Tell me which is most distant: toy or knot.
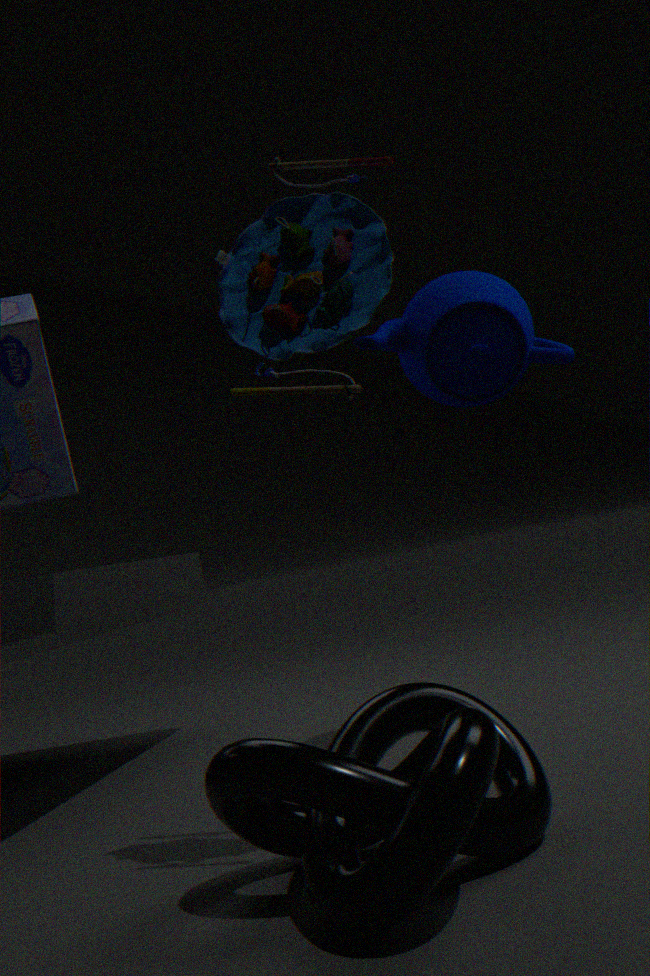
toy
